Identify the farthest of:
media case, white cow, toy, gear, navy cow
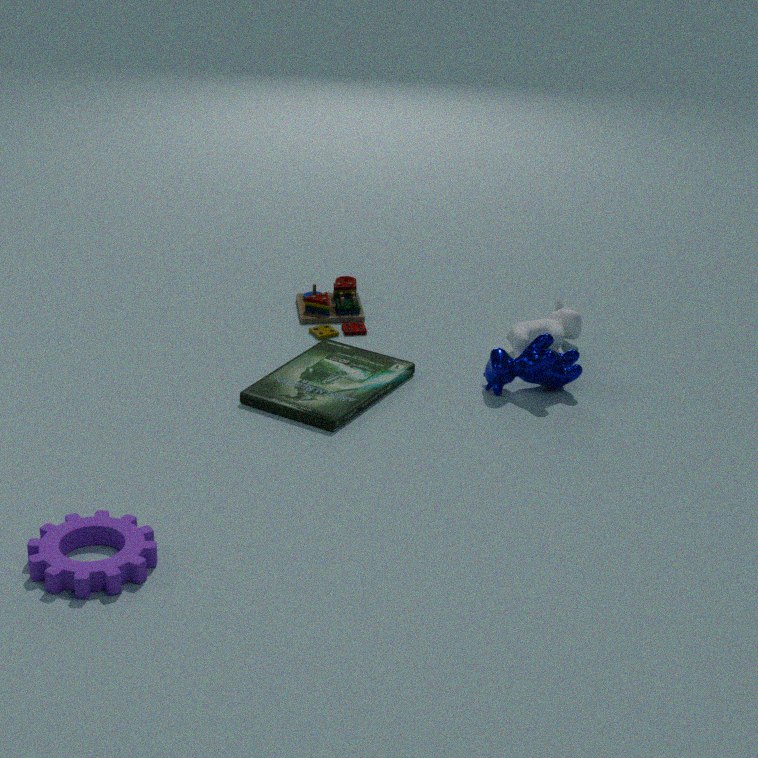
toy
